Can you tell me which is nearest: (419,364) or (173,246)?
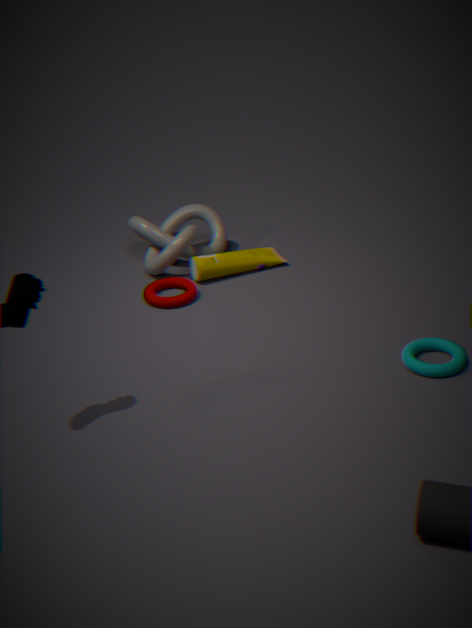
(419,364)
